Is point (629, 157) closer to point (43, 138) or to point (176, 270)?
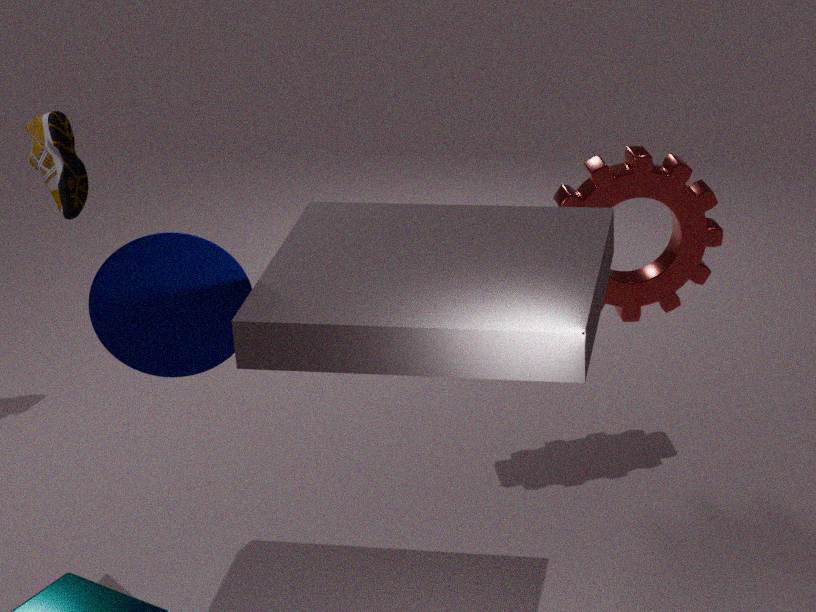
point (176, 270)
